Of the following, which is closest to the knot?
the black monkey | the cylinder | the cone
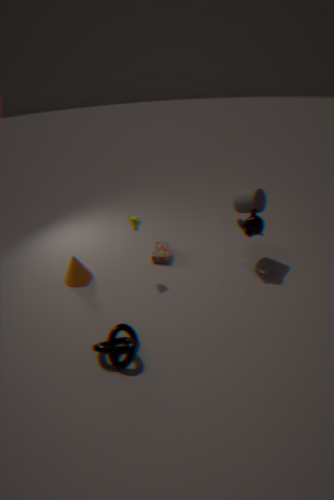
the cone
